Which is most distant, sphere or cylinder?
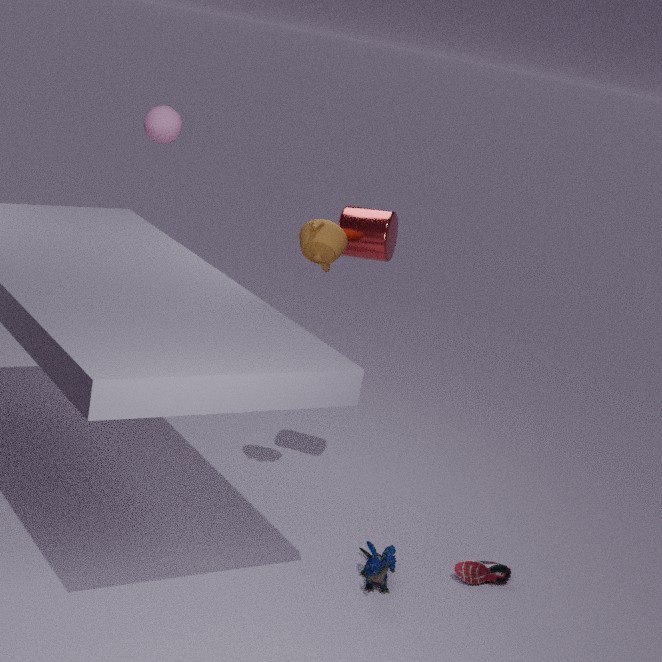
sphere
